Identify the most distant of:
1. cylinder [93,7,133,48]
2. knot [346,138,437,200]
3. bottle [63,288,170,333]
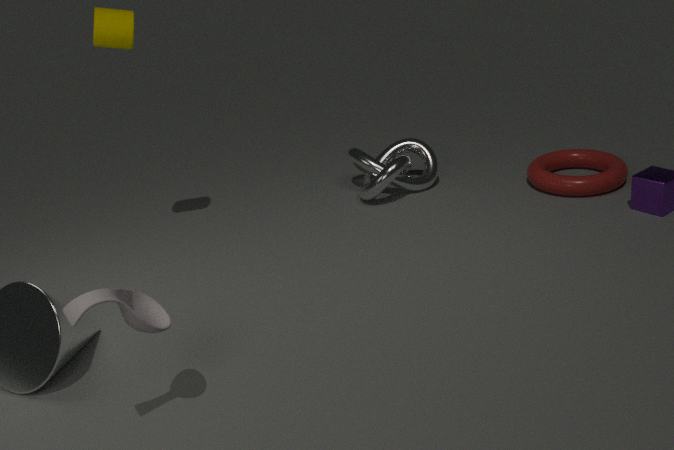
knot [346,138,437,200]
